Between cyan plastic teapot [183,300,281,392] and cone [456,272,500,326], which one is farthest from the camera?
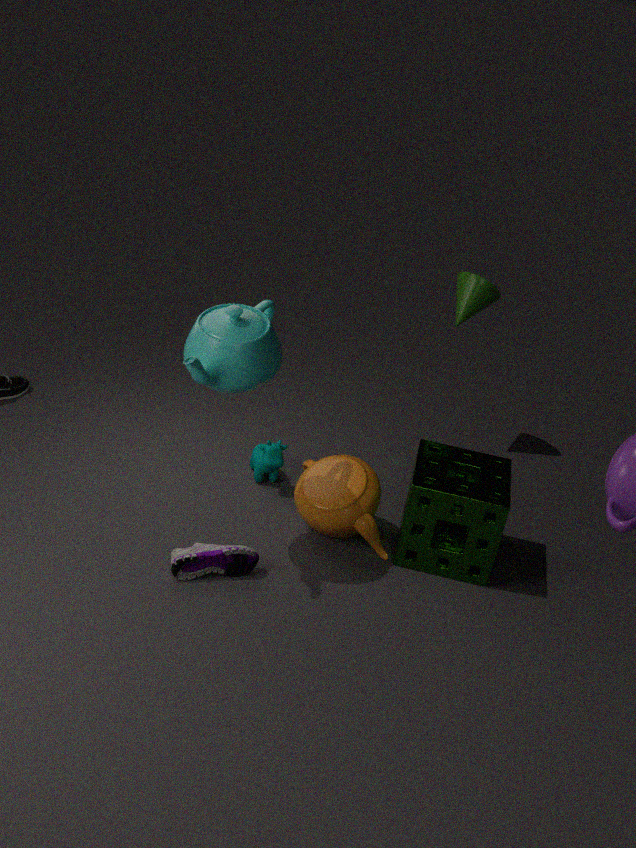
cone [456,272,500,326]
